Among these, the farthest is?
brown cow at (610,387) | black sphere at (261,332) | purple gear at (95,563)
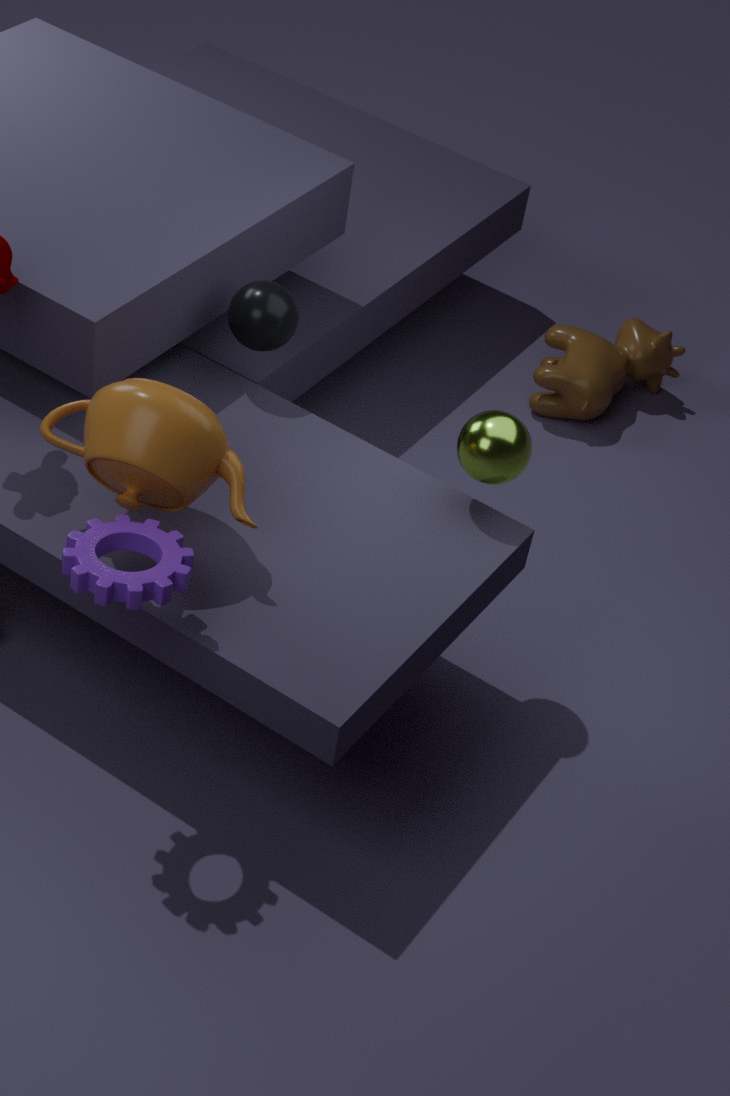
brown cow at (610,387)
